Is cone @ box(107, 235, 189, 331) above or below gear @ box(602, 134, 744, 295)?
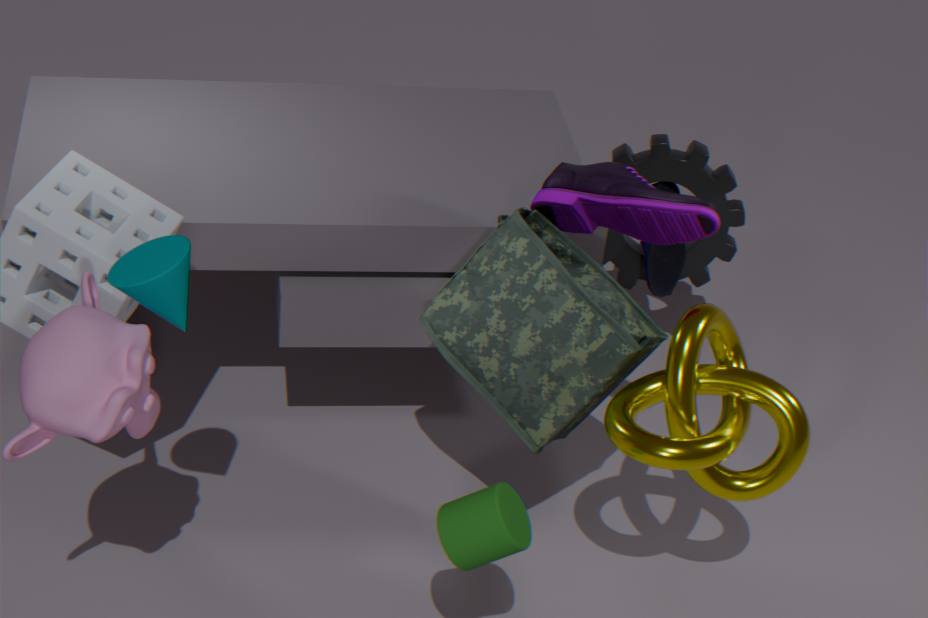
above
